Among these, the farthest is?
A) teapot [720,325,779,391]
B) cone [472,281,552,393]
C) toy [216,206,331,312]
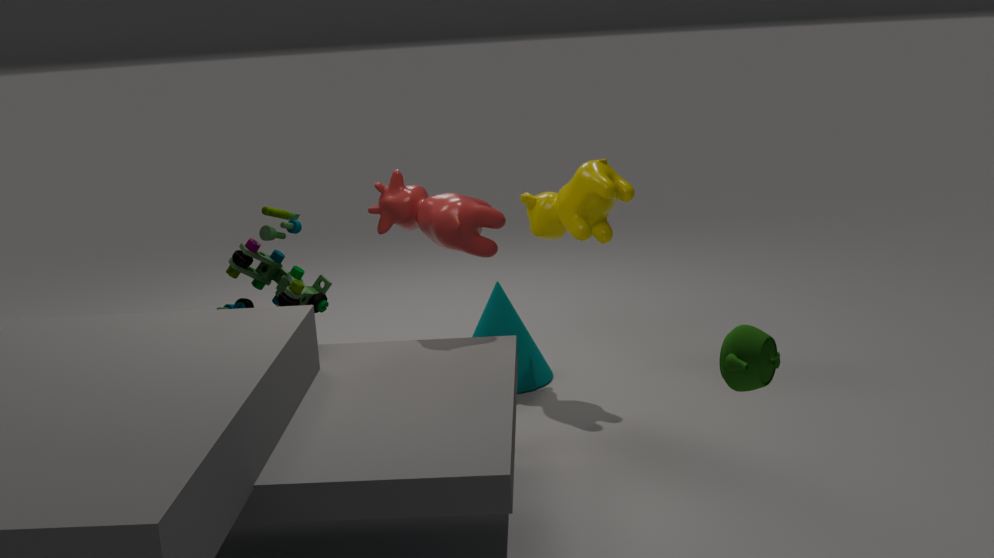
cone [472,281,552,393]
